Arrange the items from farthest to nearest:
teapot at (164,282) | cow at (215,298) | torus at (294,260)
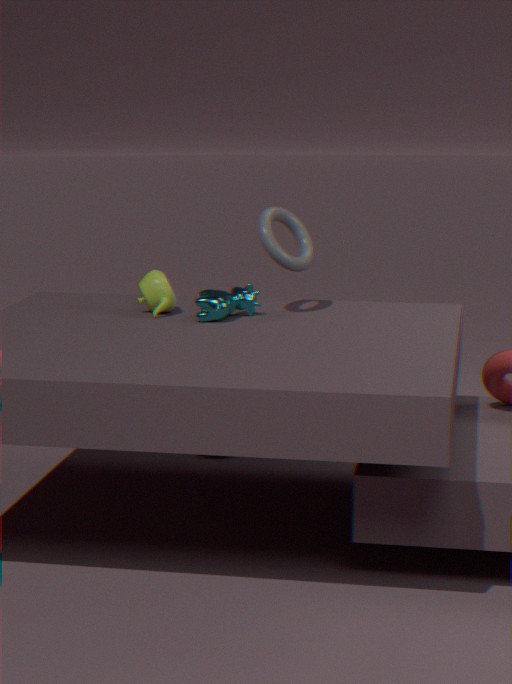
teapot at (164,282) → torus at (294,260) → cow at (215,298)
